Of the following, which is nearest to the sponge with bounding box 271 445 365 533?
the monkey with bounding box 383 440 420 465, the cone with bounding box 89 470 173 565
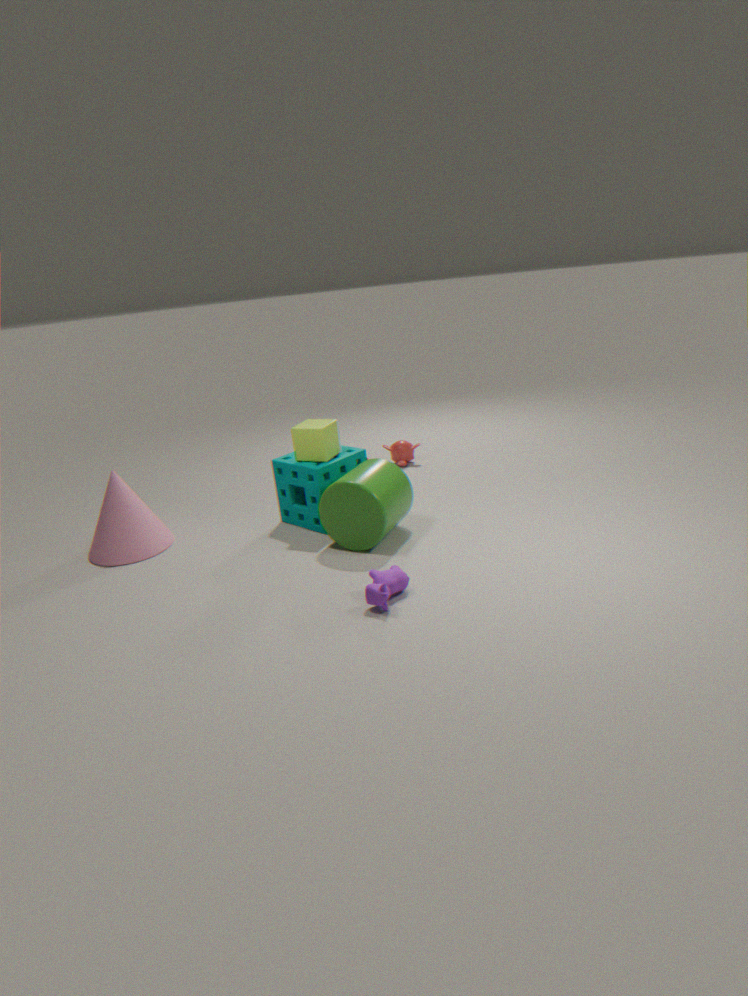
the cone with bounding box 89 470 173 565
